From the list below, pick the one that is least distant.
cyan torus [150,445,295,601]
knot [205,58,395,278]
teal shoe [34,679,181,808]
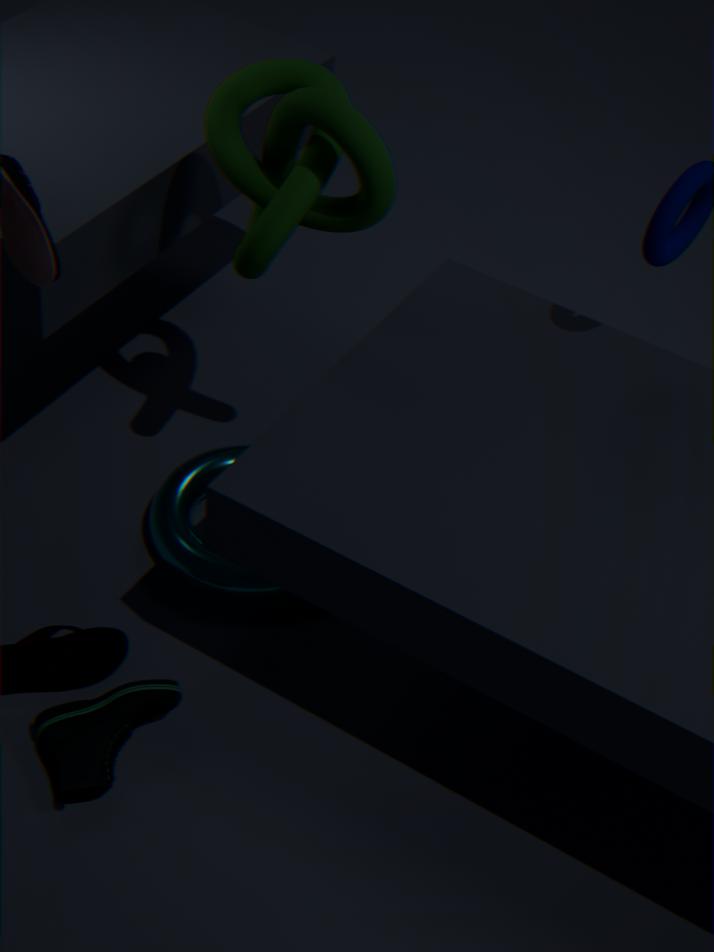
teal shoe [34,679,181,808]
